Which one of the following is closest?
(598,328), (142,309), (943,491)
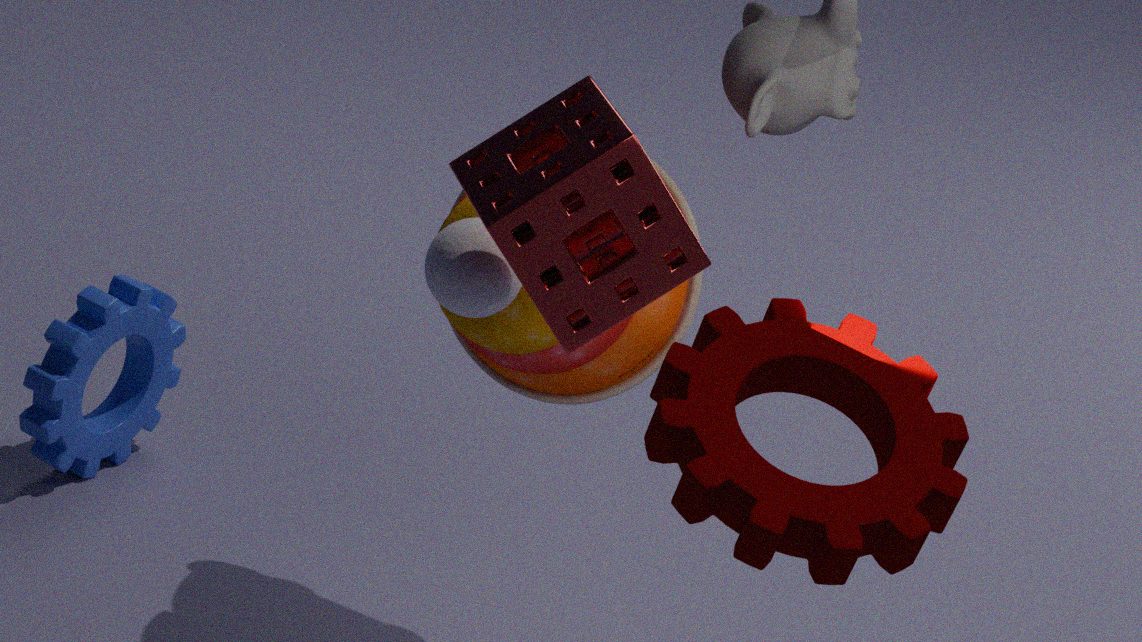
(943,491)
